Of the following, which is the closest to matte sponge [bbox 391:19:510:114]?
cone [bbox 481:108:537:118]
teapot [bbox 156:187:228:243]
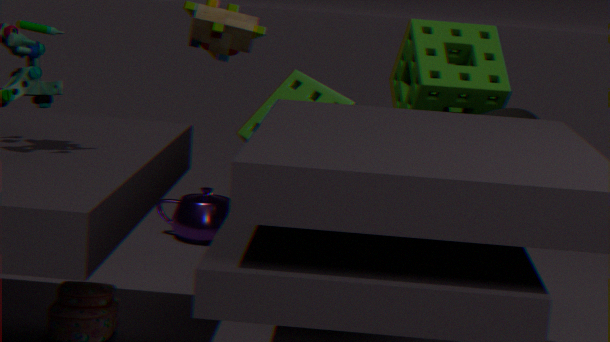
cone [bbox 481:108:537:118]
